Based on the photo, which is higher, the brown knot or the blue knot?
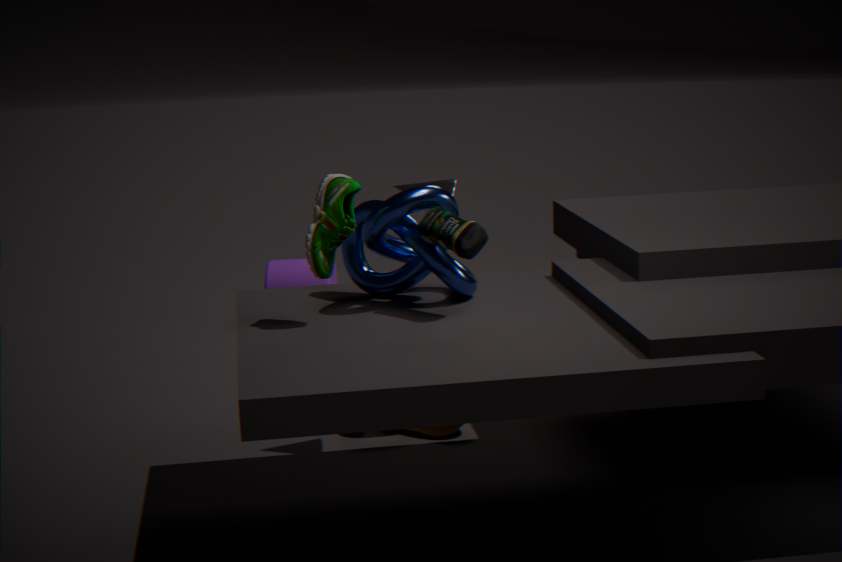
the blue knot
